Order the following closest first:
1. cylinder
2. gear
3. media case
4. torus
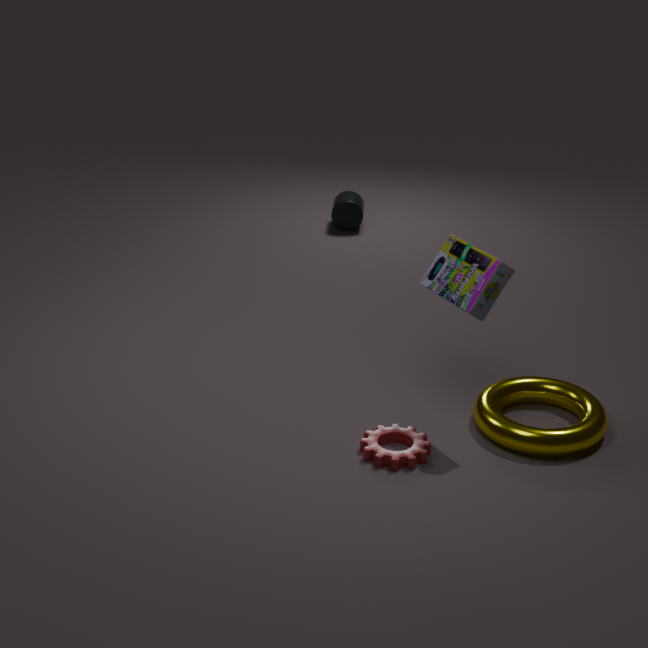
1. media case
2. gear
3. torus
4. cylinder
